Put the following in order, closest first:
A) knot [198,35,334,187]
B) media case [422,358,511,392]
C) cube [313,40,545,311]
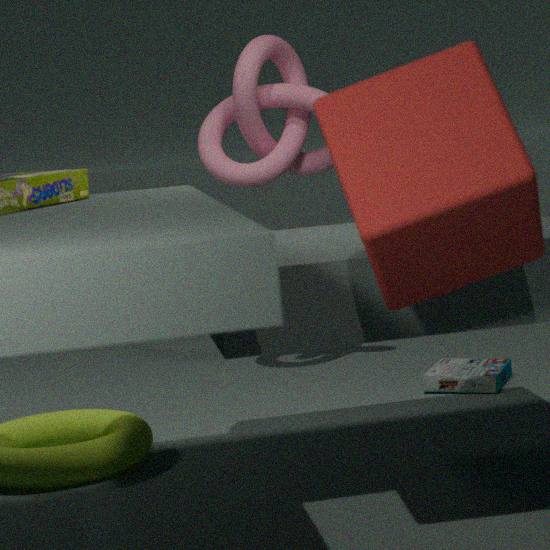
cube [313,40,545,311] → media case [422,358,511,392] → knot [198,35,334,187]
